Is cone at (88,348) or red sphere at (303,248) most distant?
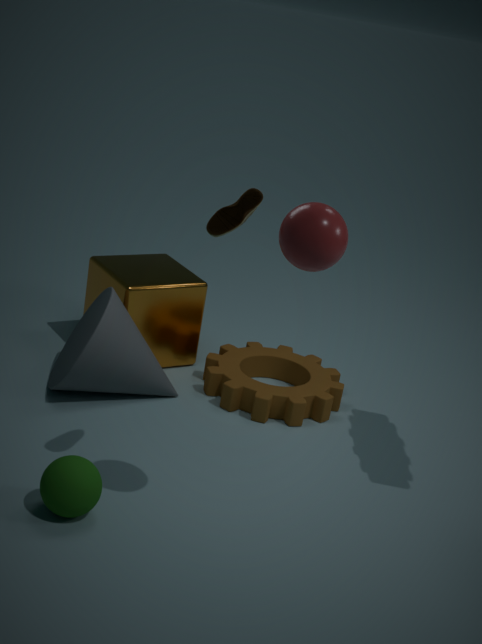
cone at (88,348)
